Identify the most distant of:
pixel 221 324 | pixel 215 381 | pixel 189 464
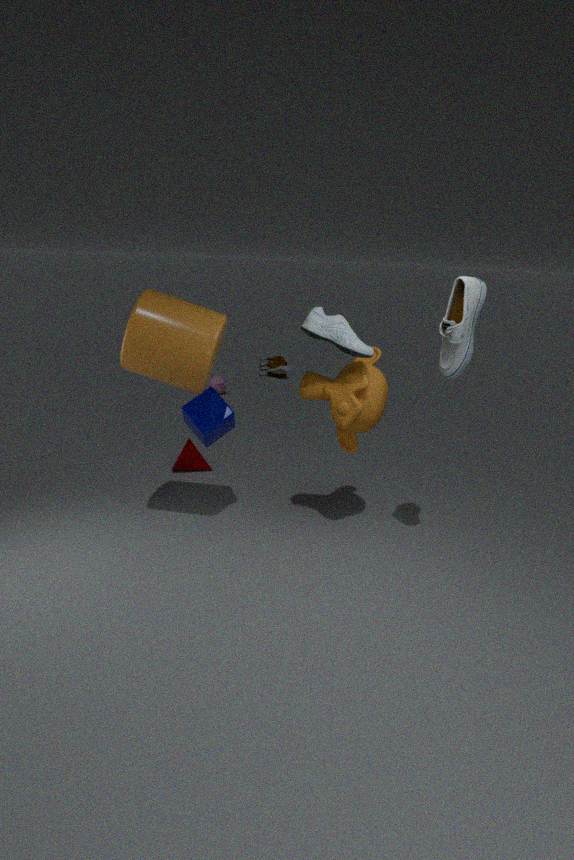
pixel 215 381
